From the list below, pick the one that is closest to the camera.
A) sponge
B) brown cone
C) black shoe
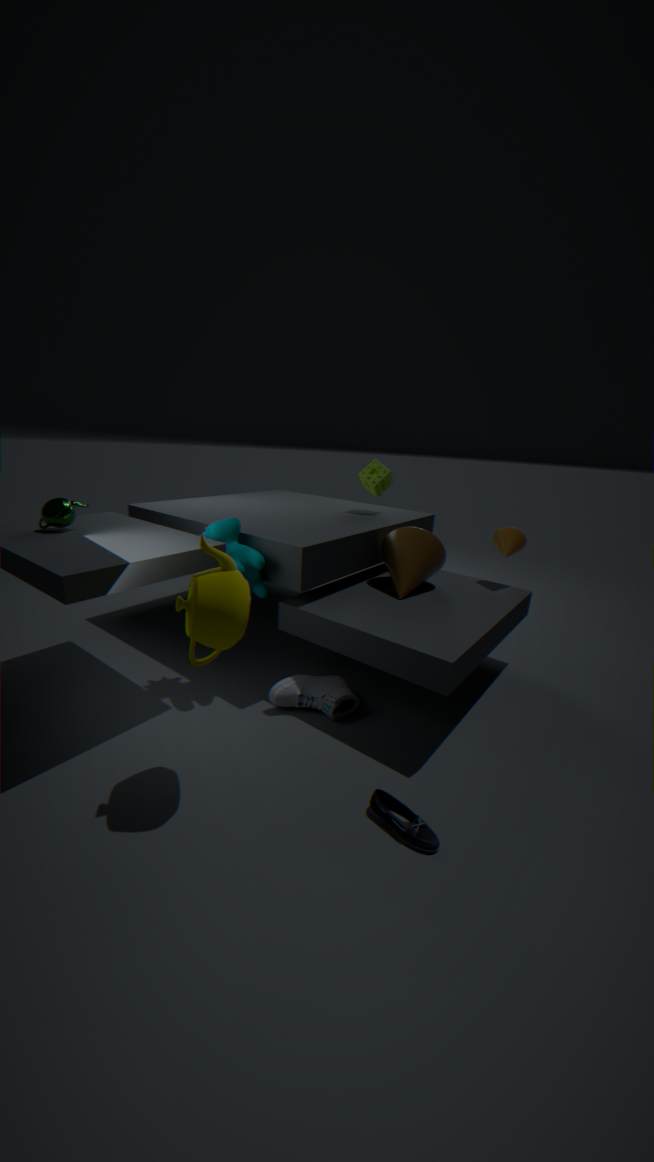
black shoe
